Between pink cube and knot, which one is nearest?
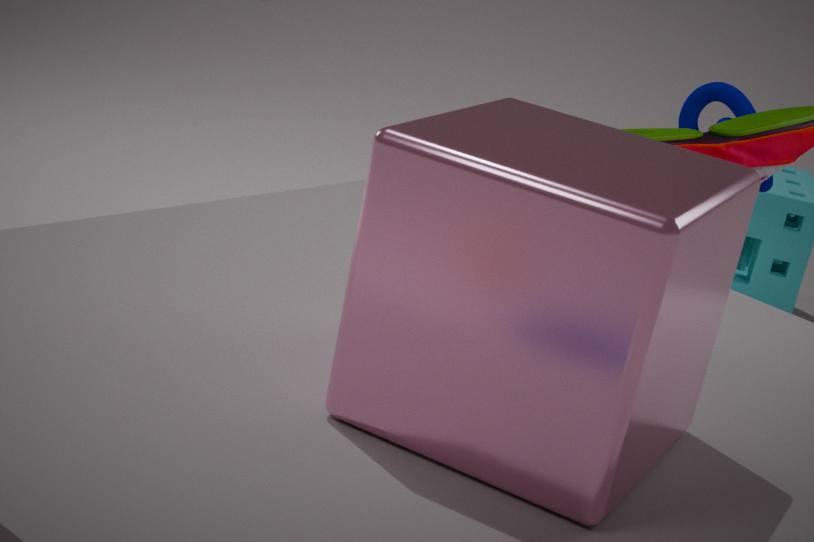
pink cube
